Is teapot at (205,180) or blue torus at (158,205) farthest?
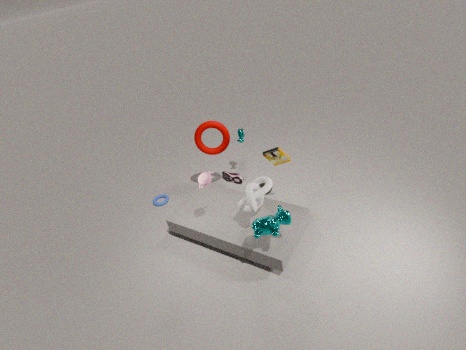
blue torus at (158,205)
